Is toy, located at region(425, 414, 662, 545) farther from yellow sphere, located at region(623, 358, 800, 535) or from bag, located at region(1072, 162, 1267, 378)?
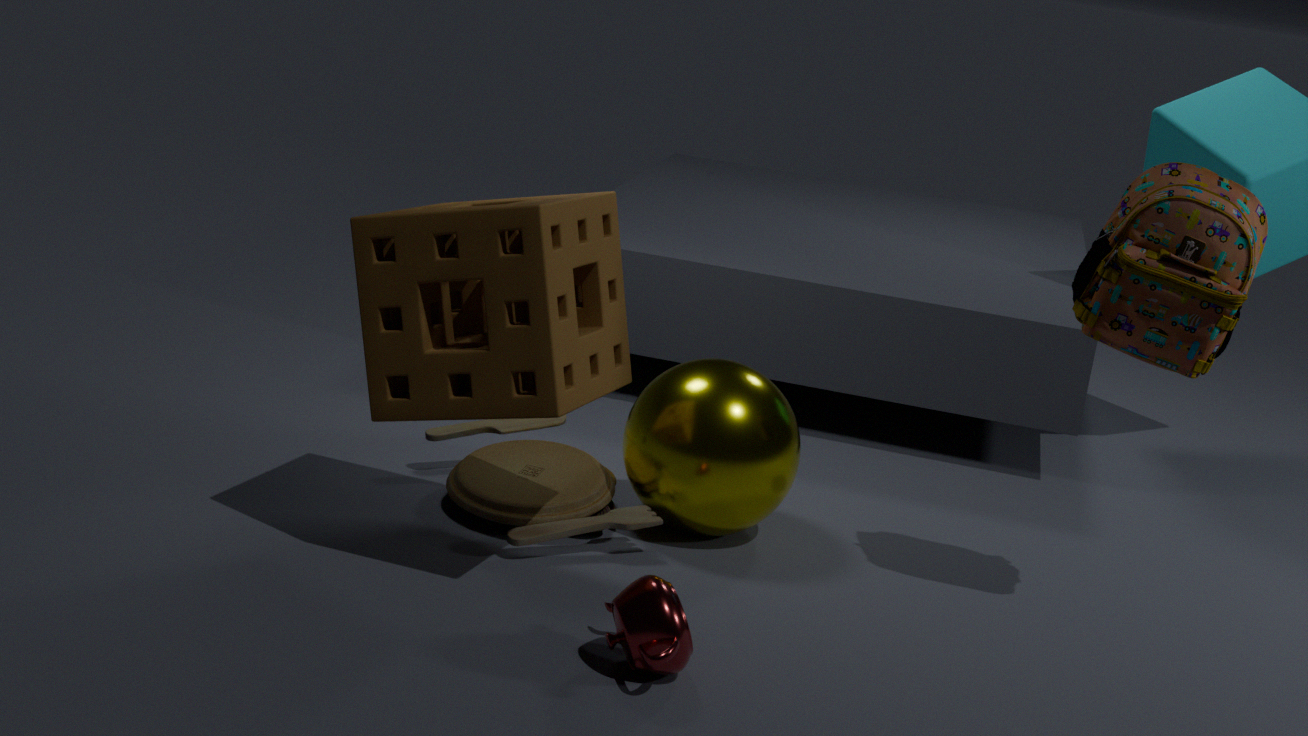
bag, located at region(1072, 162, 1267, 378)
